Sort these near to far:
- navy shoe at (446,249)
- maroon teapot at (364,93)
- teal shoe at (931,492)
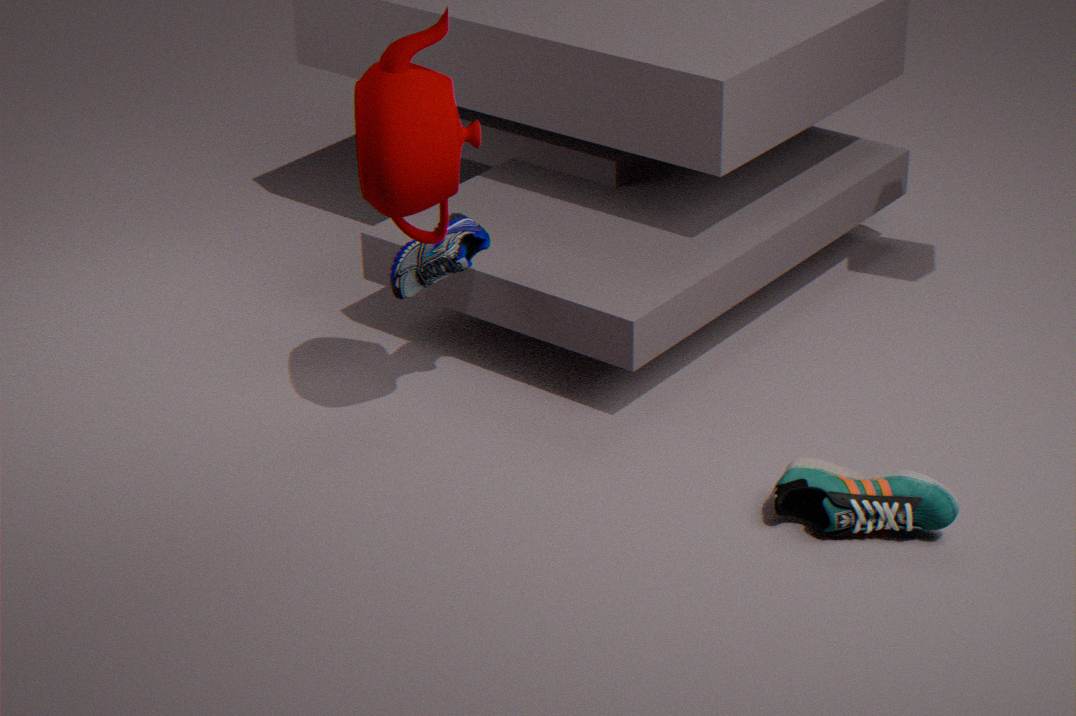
maroon teapot at (364,93), teal shoe at (931,492), navy shoe at (446,249)
